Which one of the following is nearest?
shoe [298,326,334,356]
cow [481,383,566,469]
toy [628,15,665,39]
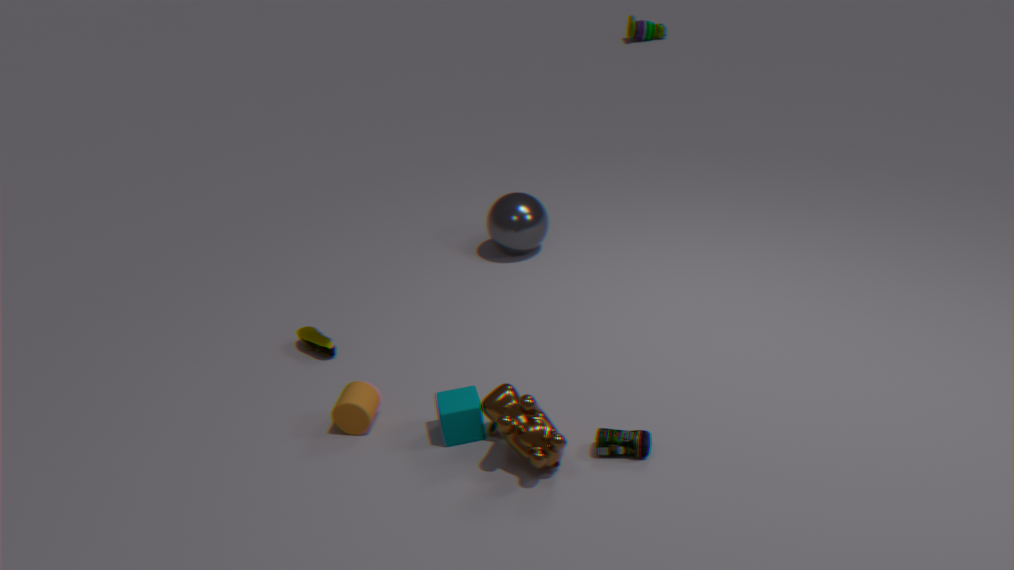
cow [481,383,566,469]
